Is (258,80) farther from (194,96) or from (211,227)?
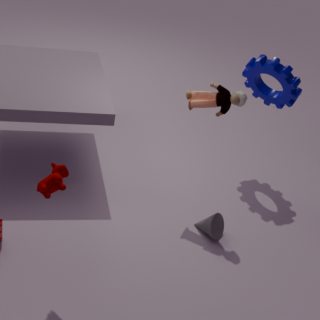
(211,227)
